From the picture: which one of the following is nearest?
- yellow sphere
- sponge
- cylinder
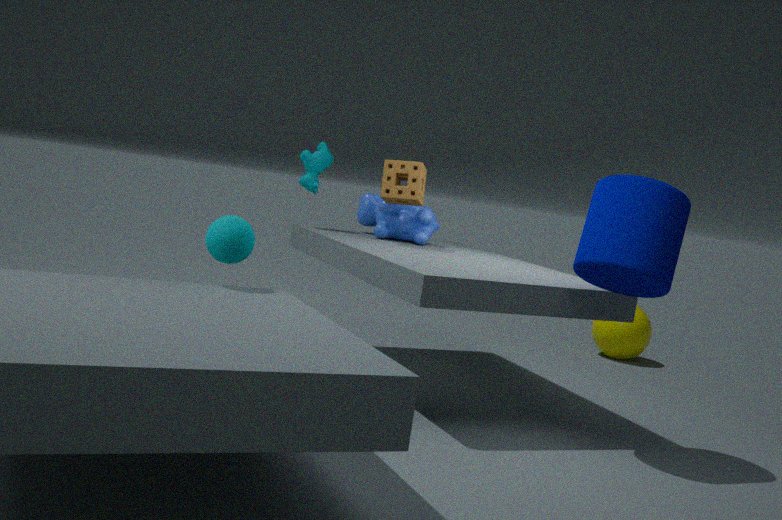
cylinder
